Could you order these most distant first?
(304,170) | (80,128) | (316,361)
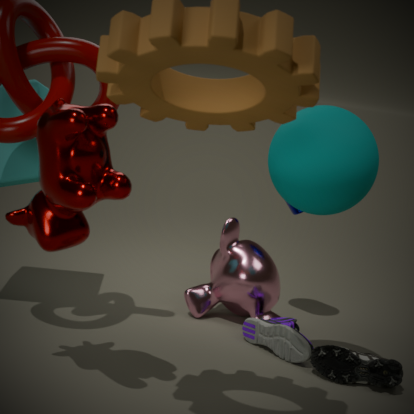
1. (316,361)
2. (304,170)
3. (80,128)
